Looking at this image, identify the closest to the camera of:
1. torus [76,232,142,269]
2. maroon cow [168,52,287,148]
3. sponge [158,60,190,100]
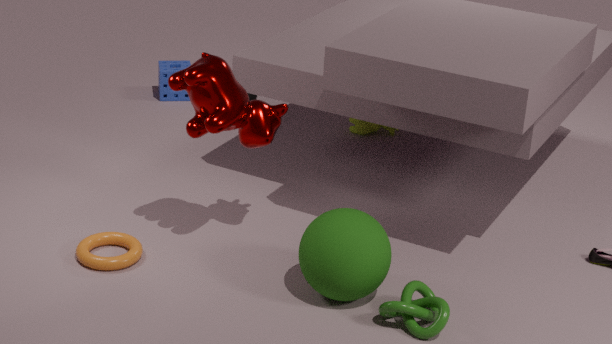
maroon cow [168,52,287,148]
